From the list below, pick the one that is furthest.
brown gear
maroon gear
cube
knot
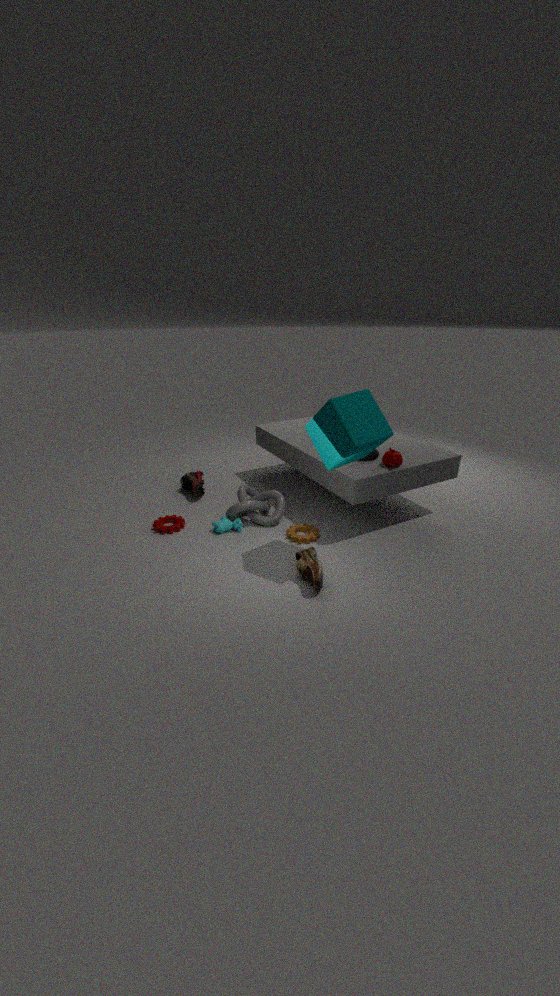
maroon gear
